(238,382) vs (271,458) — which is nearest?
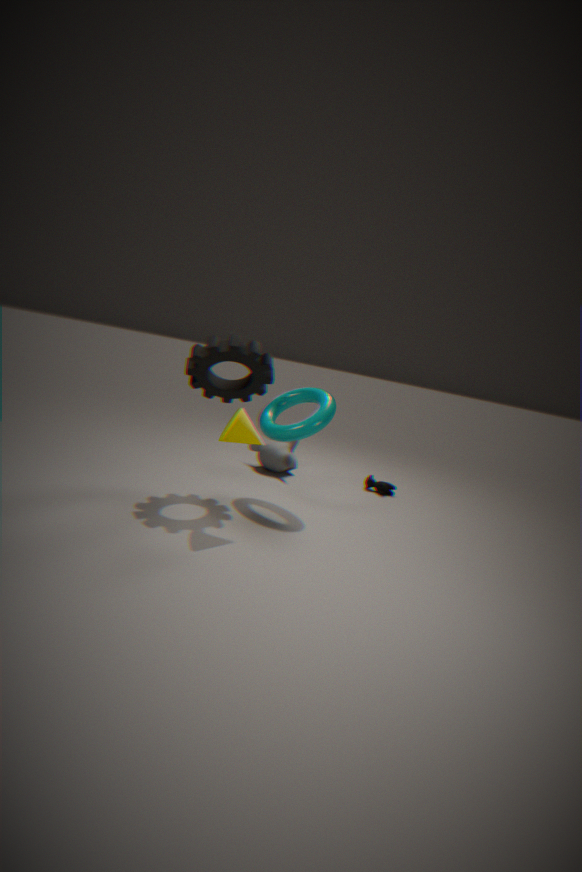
(238,382)
